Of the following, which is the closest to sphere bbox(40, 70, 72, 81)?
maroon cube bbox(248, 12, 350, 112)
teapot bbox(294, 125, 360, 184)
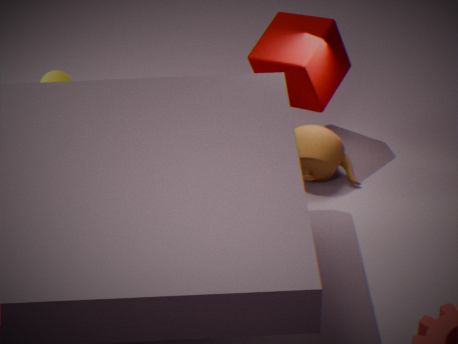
maroon cube bbox(248, 12, 350, 112)
